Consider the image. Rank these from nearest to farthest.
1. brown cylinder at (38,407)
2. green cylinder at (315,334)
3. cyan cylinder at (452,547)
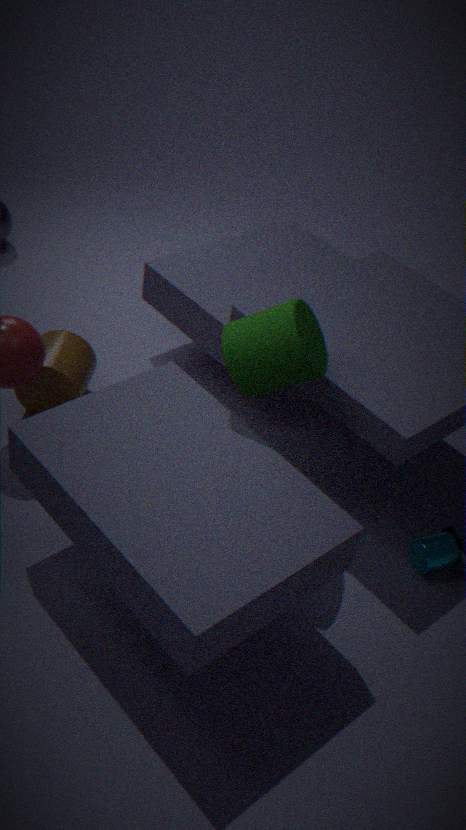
green cylinder at (315,334) < cyan cylinder at (452,547) < brown cylinder at (38,407)
